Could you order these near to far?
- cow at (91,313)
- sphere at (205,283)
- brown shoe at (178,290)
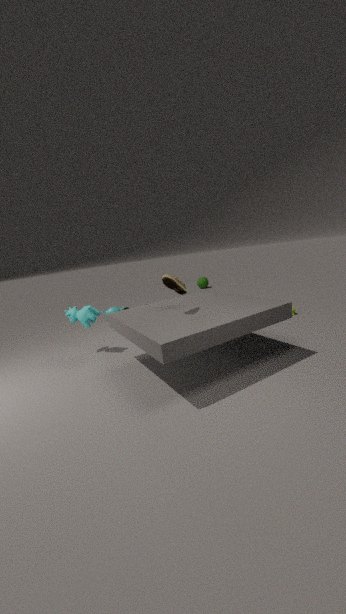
brown shoe at (178,290)
cow at (91,313)
sphere at (205,283)
